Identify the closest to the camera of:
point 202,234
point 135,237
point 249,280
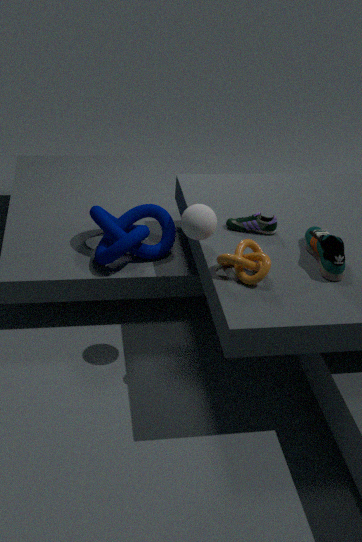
→ point 249,280
